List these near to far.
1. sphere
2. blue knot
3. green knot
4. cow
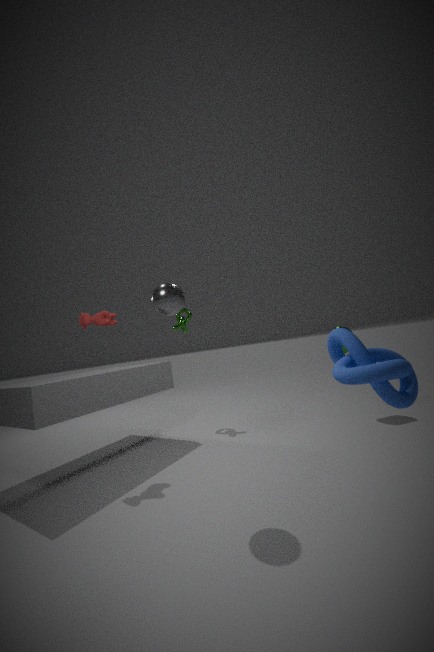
blue knot → sphere → cow → green knot
